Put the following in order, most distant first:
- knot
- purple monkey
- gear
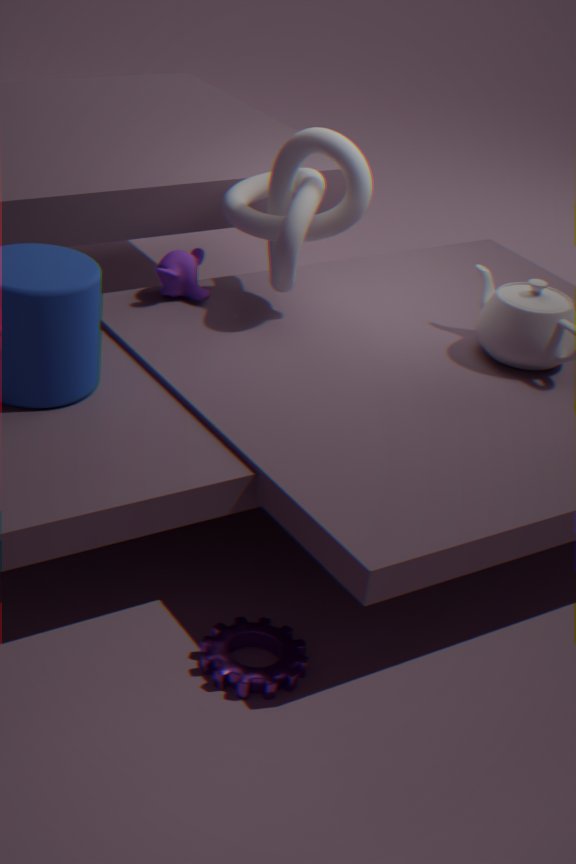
1. purple monkey
2. knot
3. gear
